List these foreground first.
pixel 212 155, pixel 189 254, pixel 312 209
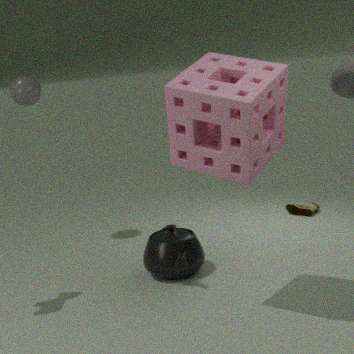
pixel 212 155 → pixel 189 254 → pixel 312 209
